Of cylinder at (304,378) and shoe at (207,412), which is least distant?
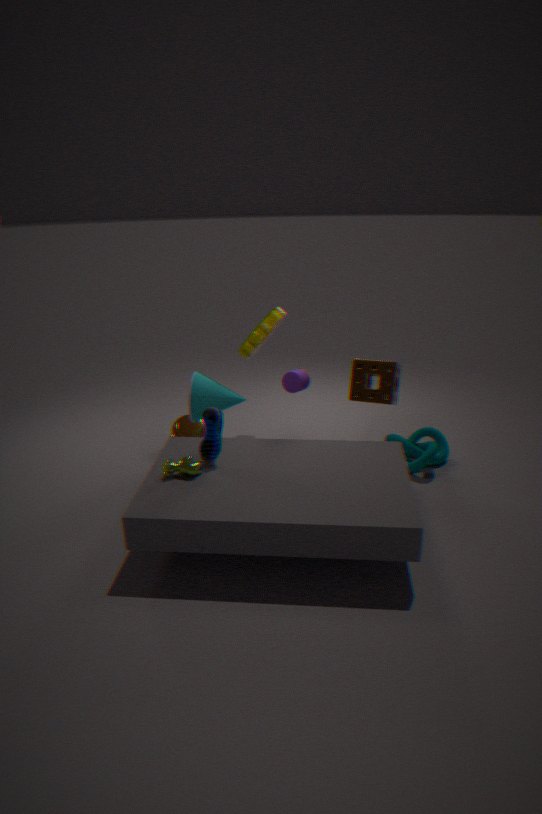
shoe at (207,412)
